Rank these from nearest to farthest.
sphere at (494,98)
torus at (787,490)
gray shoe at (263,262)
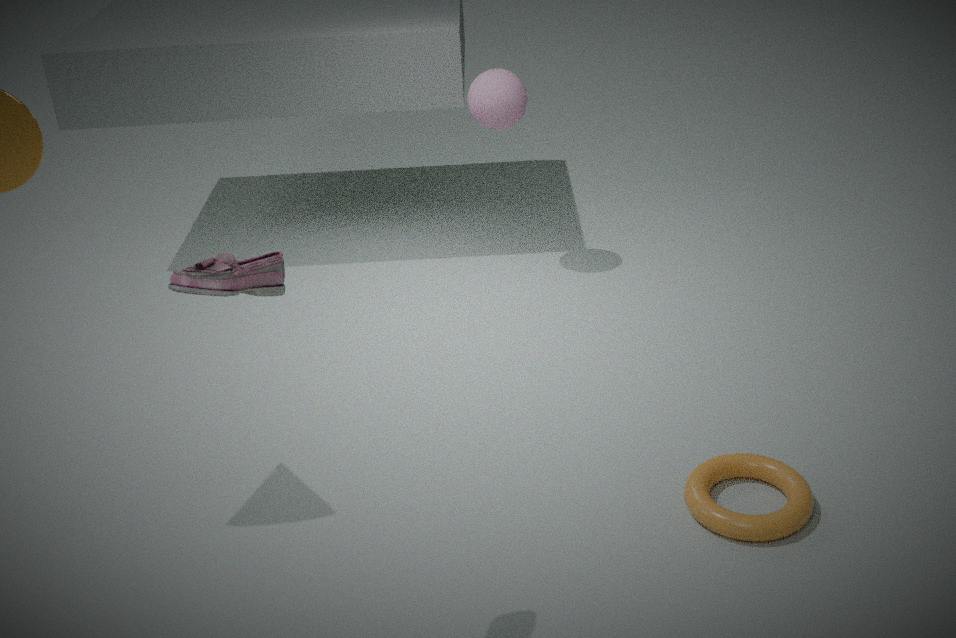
1. gray shoe at (263,262)
2. torus at (787,490)
3. sphere at (494,98)
